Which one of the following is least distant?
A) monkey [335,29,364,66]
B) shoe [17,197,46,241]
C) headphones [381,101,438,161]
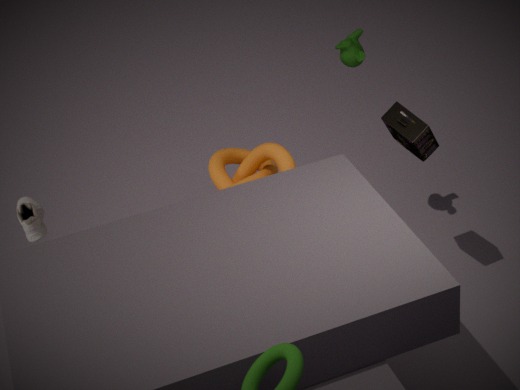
headphones [381,101,438,161]
